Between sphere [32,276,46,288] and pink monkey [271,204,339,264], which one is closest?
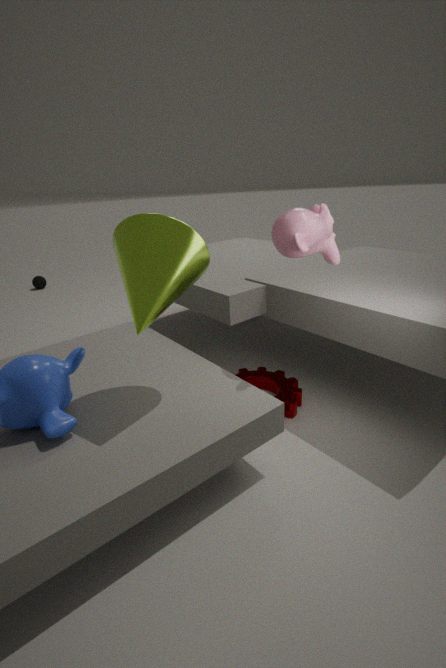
pink monkey [271,204,339,264]
